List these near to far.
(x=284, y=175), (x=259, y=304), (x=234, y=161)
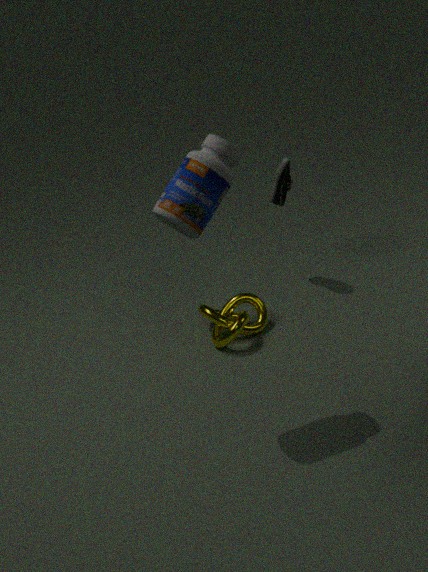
(x=234, y=161) < (x=259, y=304) < (x=284, y=175)
